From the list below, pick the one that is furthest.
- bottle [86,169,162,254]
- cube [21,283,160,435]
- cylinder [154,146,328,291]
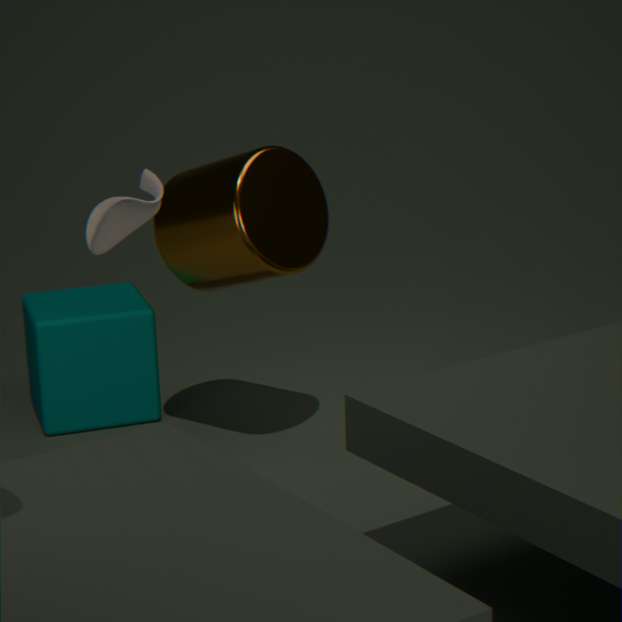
cube [21,283,160,435]
